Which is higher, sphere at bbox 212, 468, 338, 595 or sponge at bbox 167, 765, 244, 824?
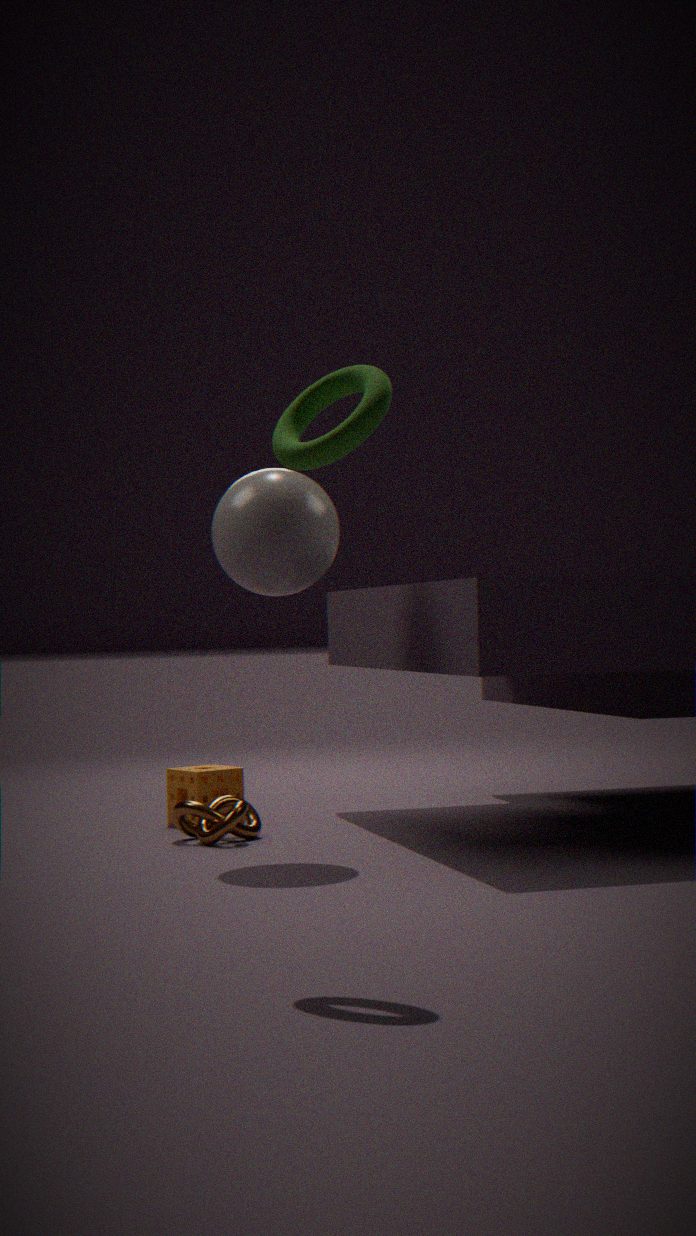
sphere at bbox 212, 468, 338, 595
